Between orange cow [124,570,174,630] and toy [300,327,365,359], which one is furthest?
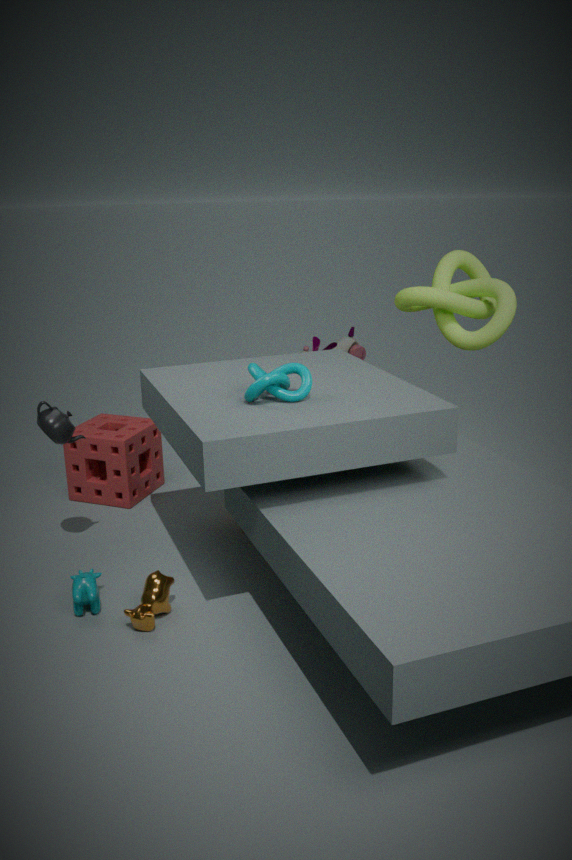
toy [300,327,365,359]
